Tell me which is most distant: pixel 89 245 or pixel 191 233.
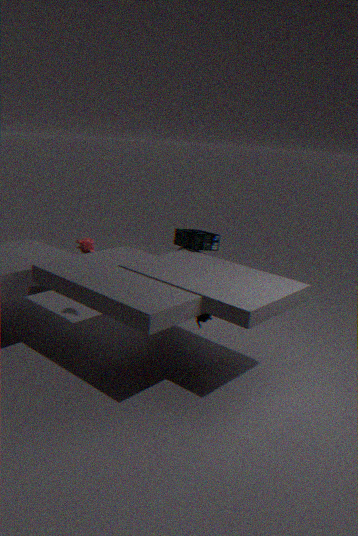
pixel 89 245
